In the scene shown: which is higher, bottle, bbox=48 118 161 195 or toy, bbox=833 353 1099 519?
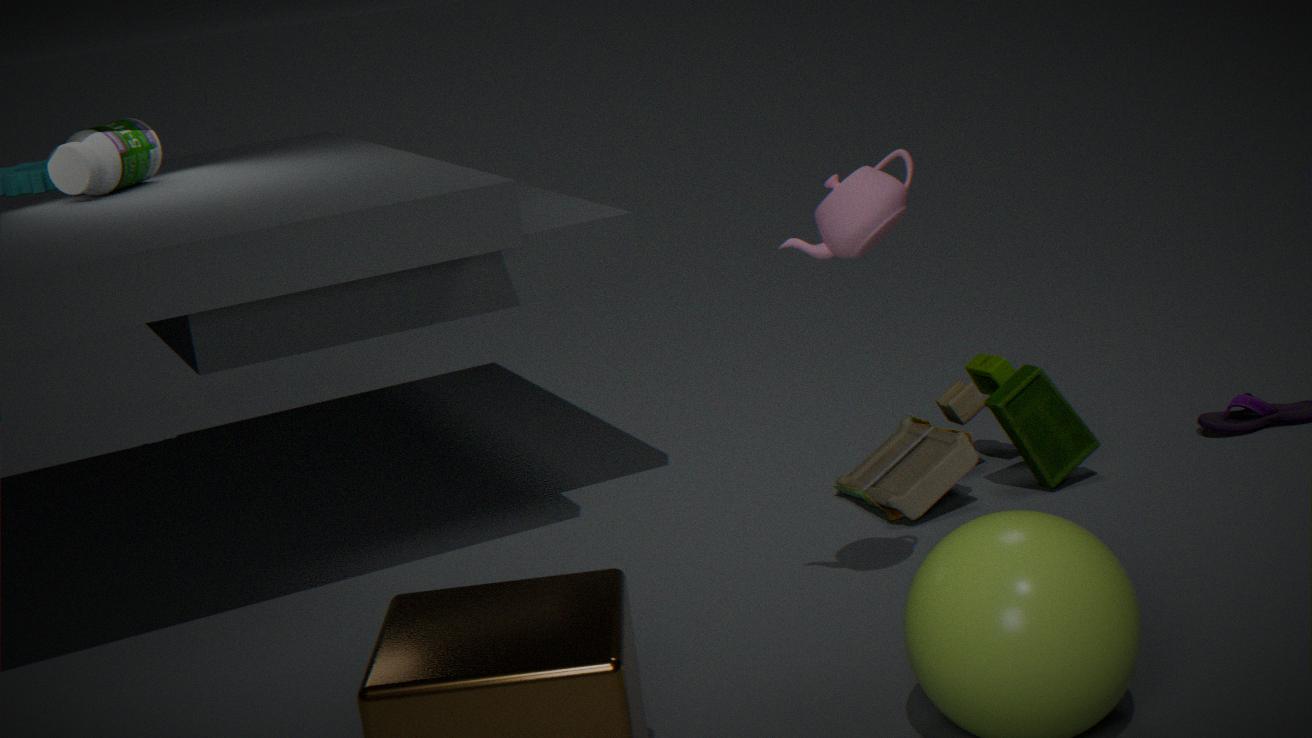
bottle, bbox=48 118 161 195
